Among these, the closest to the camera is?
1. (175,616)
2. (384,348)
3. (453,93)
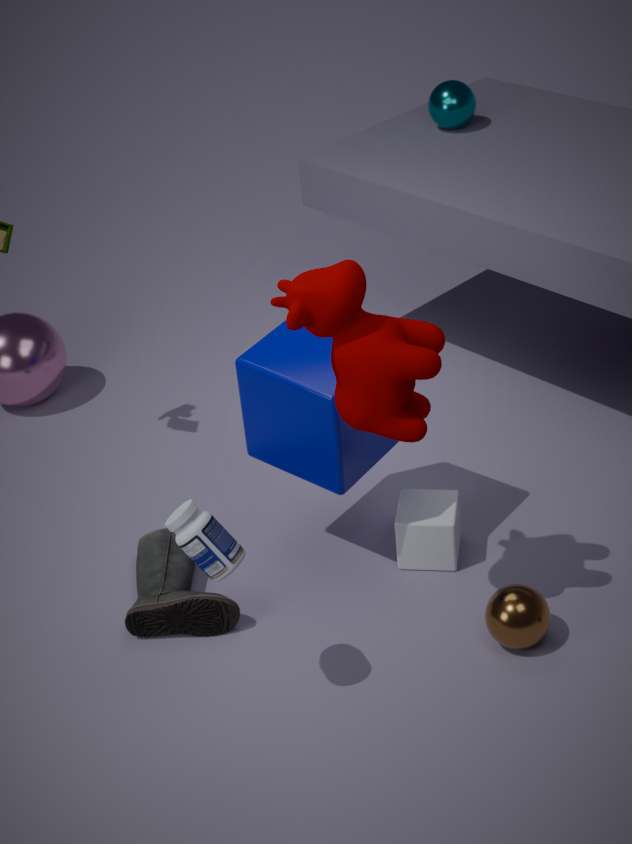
(384,348)
